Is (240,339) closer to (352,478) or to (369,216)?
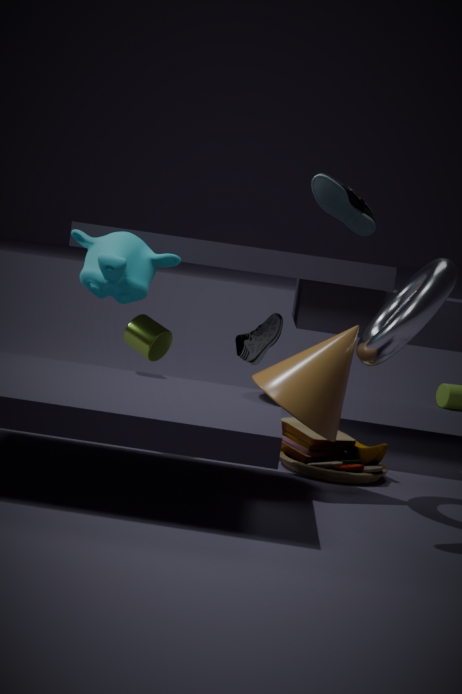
(352,478)
